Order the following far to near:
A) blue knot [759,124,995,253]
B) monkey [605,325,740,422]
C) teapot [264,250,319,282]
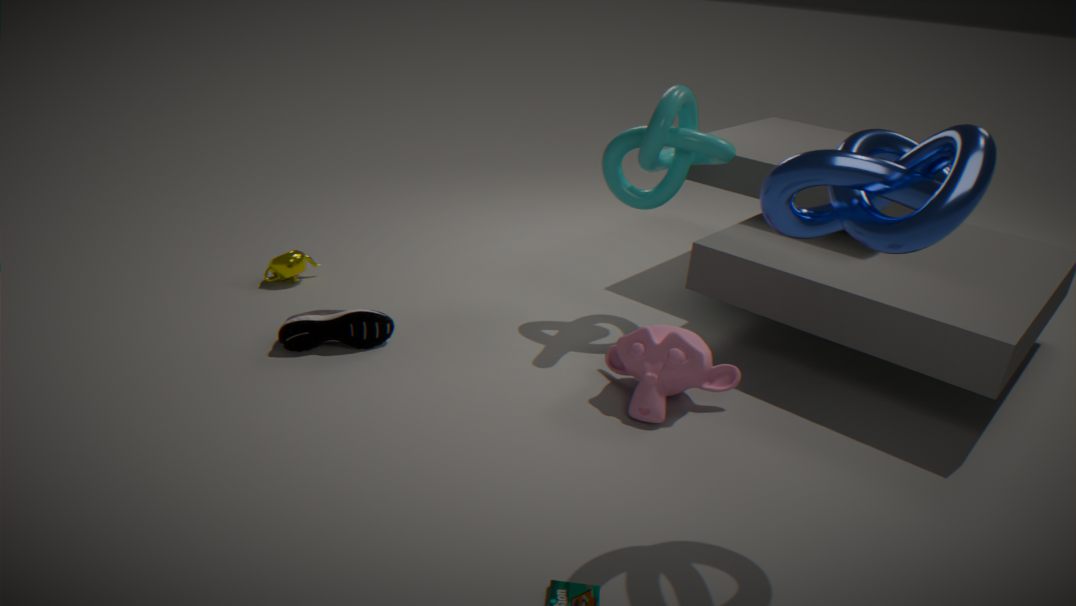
teapot [264,250,319,282], monkey [605,325,740,422], blue knot [759,124,995,253]
